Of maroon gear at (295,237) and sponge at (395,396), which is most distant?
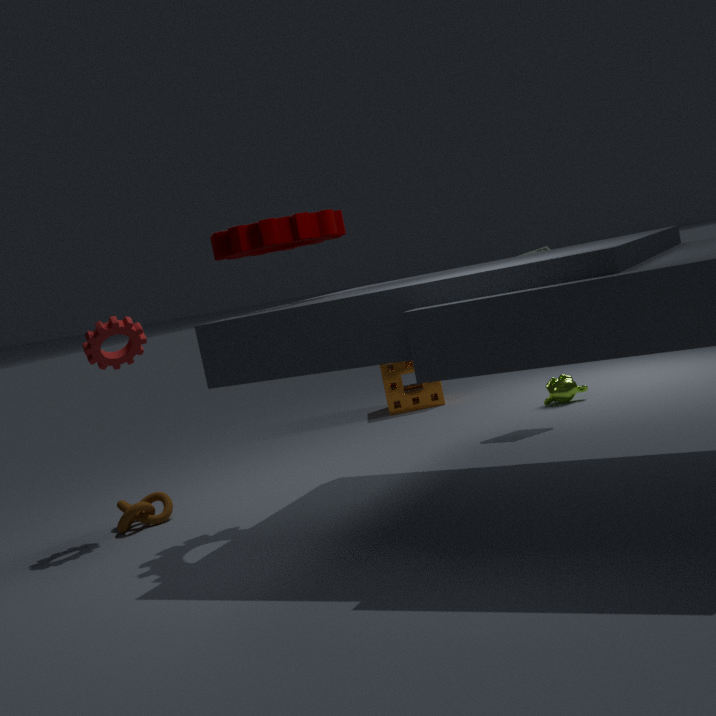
sponge at (395,396)
